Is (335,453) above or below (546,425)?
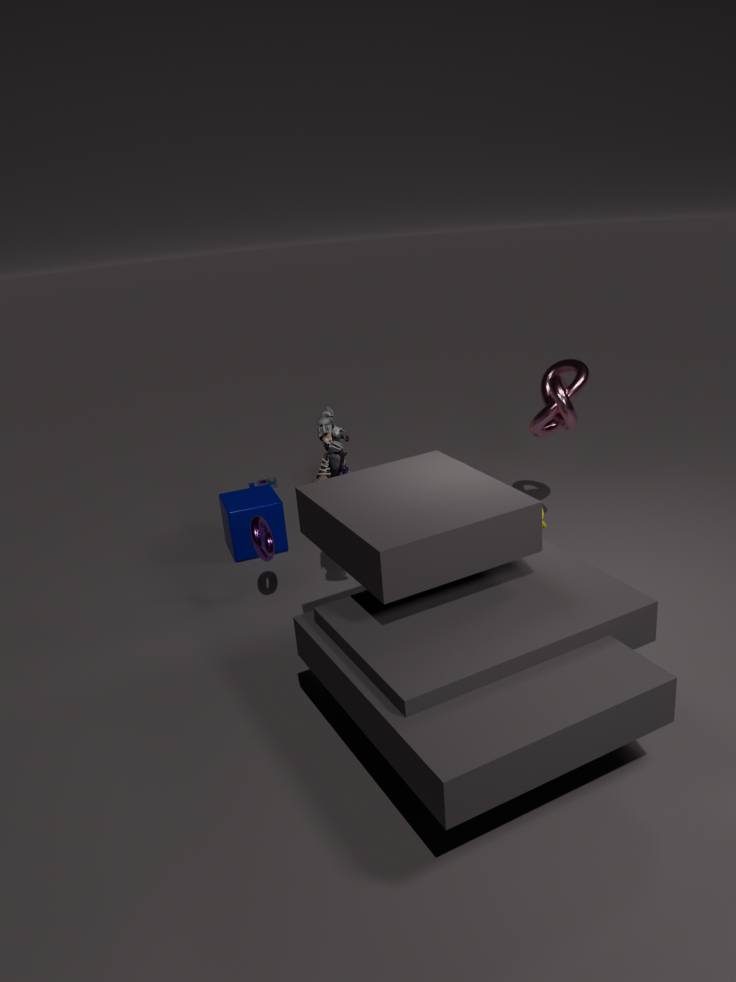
above
